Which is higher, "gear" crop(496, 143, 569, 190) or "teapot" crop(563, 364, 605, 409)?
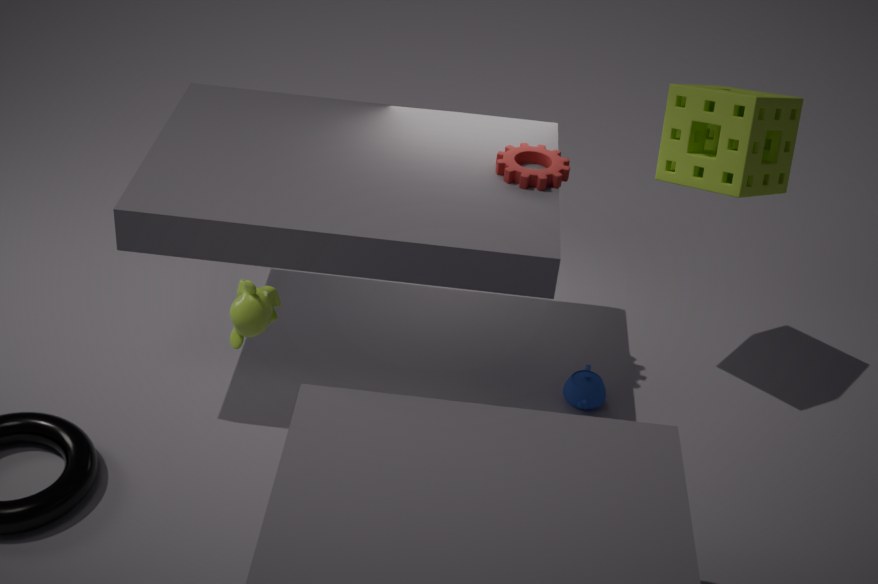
"gear" crop(496, 143, 569, 190)
